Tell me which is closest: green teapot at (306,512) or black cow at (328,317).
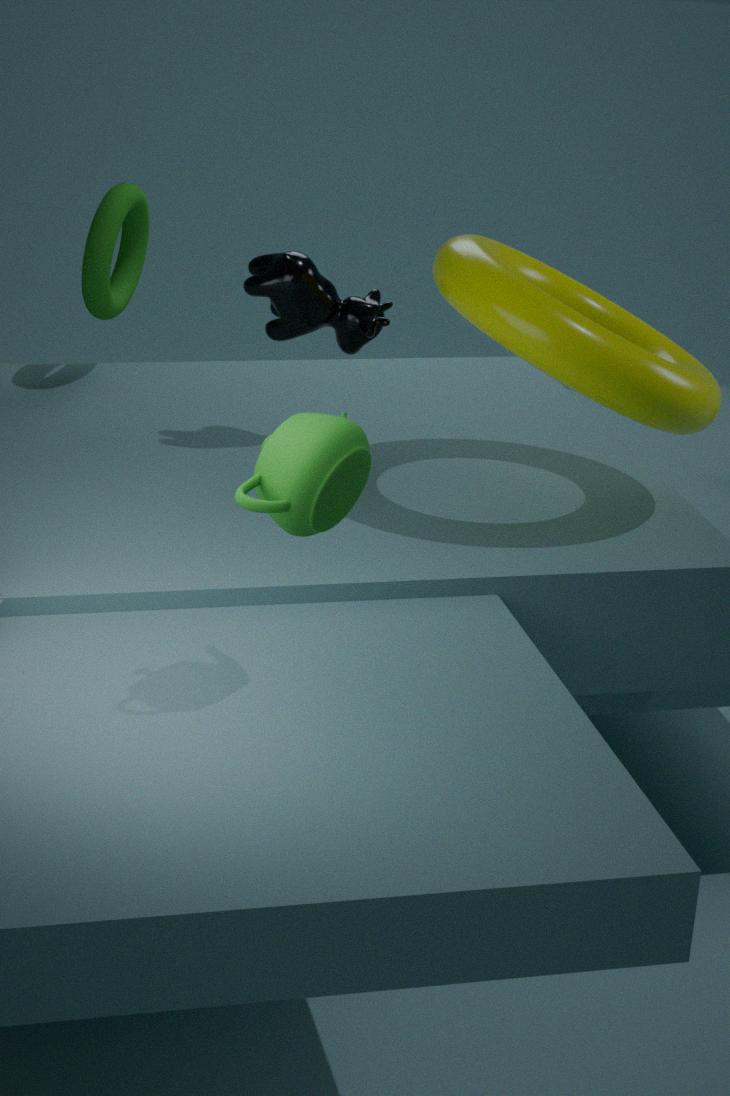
green teapot at (306,512)
